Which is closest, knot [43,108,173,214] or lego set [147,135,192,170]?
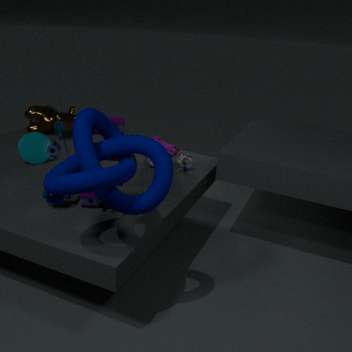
knot [43,108,173,214]
